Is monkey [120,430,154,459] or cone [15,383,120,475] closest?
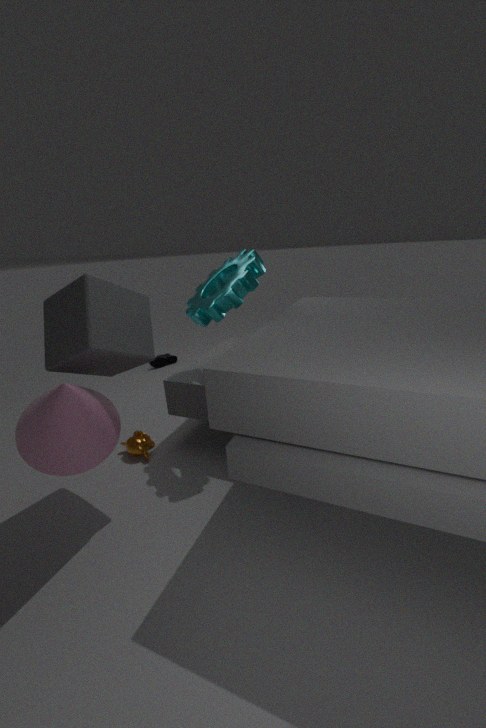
cone [15,383,120,475]
